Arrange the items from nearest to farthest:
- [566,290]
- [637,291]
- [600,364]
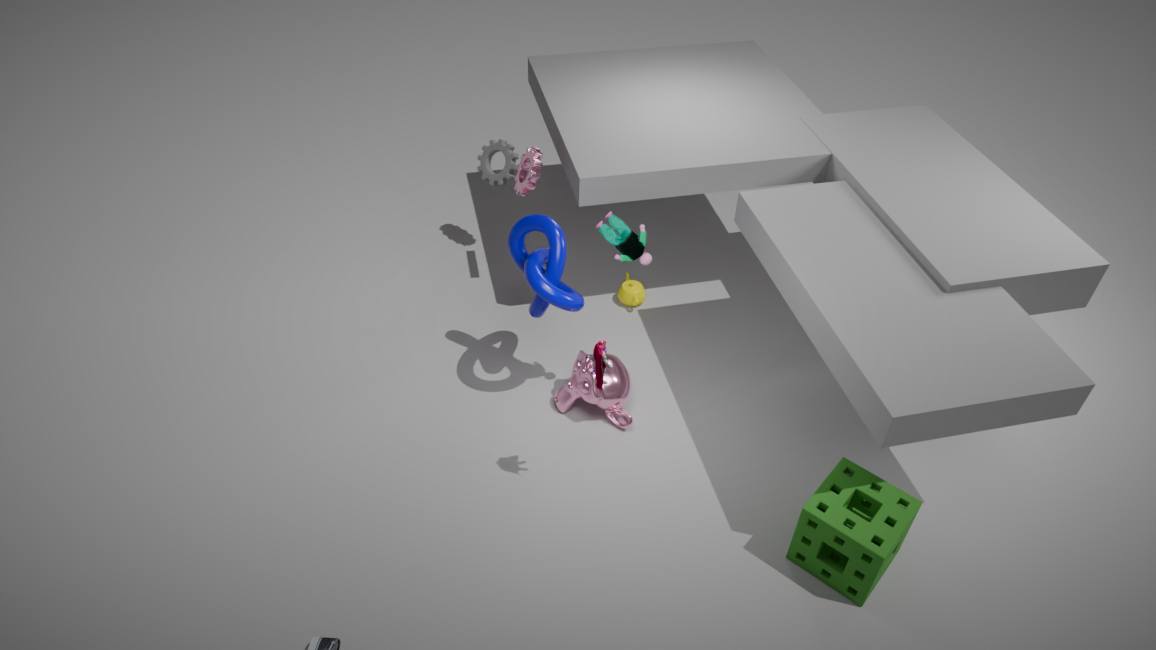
[600,364] → [566,290] → [637,291]
